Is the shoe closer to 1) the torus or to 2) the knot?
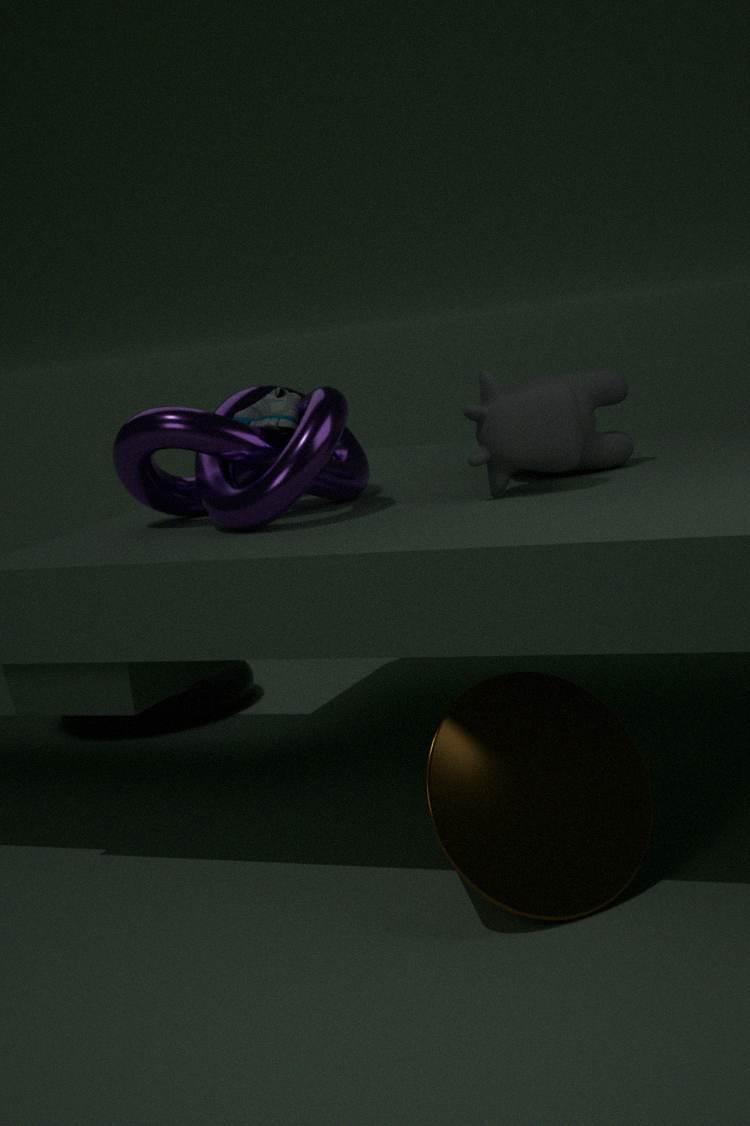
2) the knot
